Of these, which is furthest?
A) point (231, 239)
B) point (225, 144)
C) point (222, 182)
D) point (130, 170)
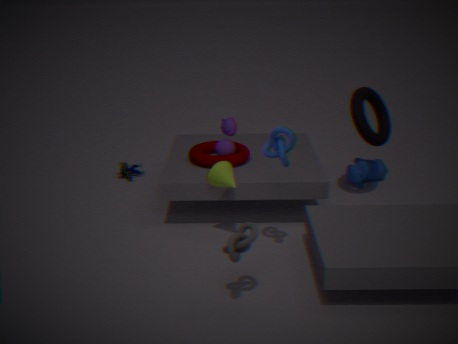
point (130, 170)
